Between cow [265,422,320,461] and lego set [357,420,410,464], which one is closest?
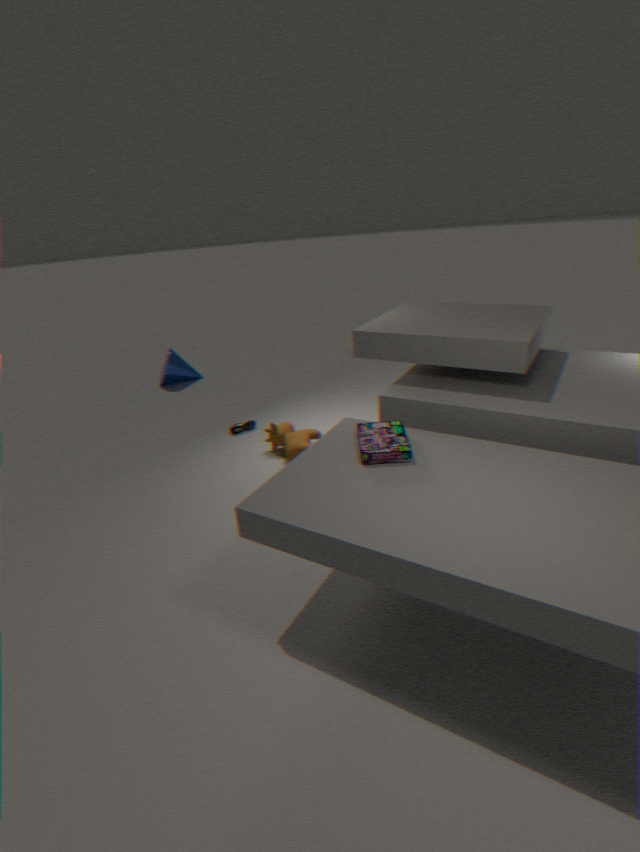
lego set [357,420,410,464]
